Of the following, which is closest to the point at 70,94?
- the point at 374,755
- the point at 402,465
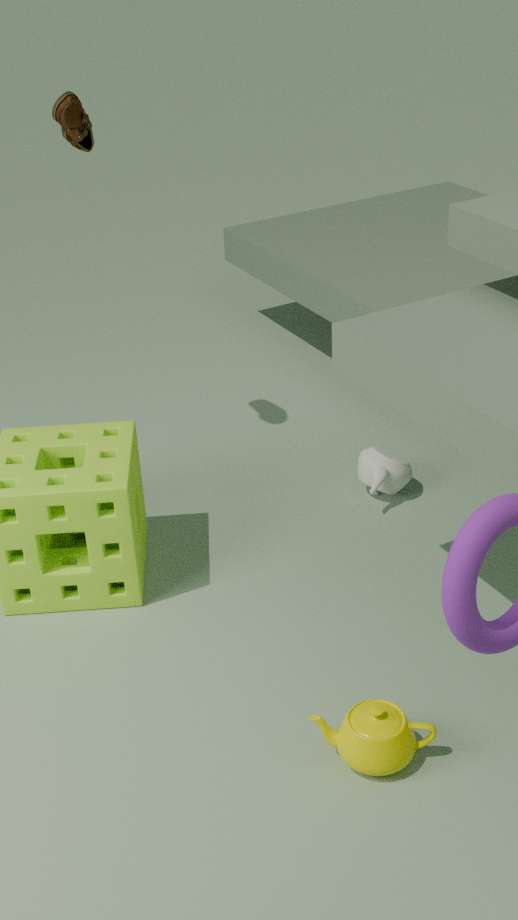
the point at 402,465
